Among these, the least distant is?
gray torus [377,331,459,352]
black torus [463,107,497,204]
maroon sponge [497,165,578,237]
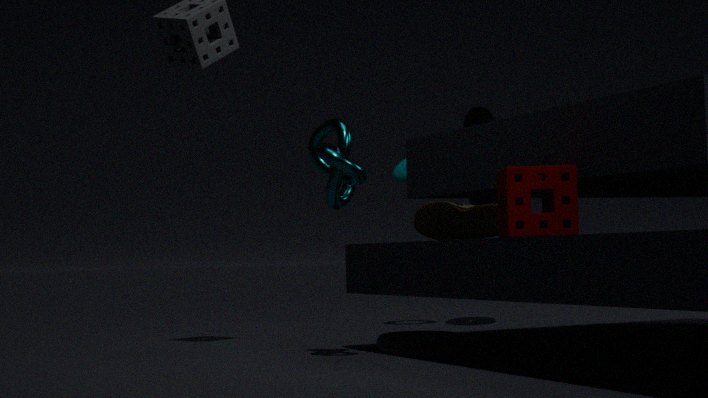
maroon sponge [497,165,578,237]
